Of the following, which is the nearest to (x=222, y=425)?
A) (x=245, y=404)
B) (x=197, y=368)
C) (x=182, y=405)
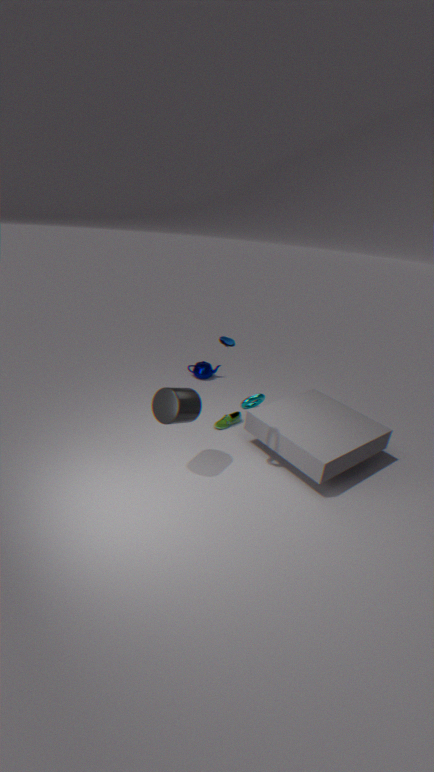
(x=245, y=404)
